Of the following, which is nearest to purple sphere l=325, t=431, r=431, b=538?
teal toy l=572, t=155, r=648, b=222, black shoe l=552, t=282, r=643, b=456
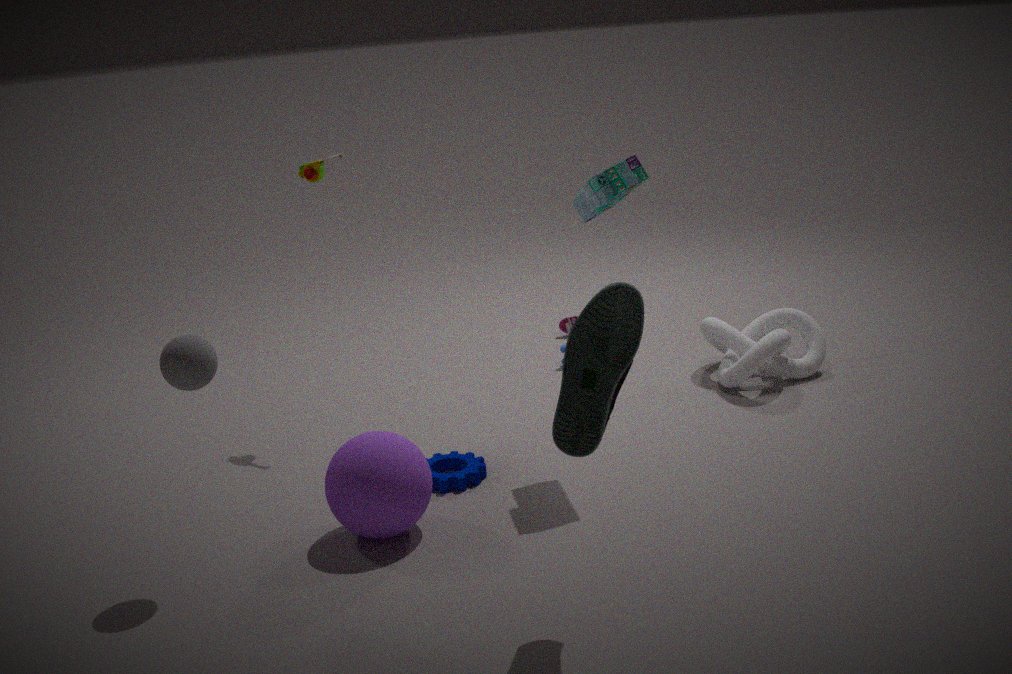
black shoe l=552, t=282, r=643, b=456
